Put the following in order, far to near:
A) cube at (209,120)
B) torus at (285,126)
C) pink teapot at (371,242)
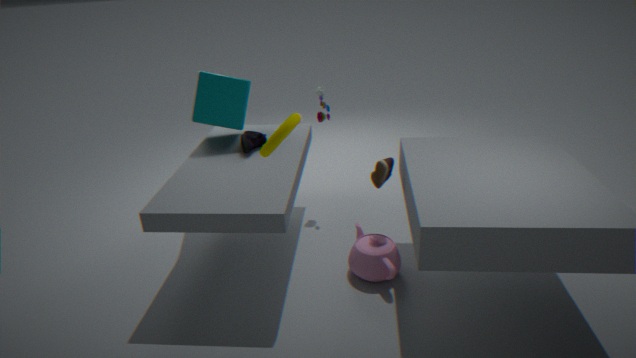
1. cube at (209,120)
2. pink teapot at (371,242)
3. torus at (285,126)
